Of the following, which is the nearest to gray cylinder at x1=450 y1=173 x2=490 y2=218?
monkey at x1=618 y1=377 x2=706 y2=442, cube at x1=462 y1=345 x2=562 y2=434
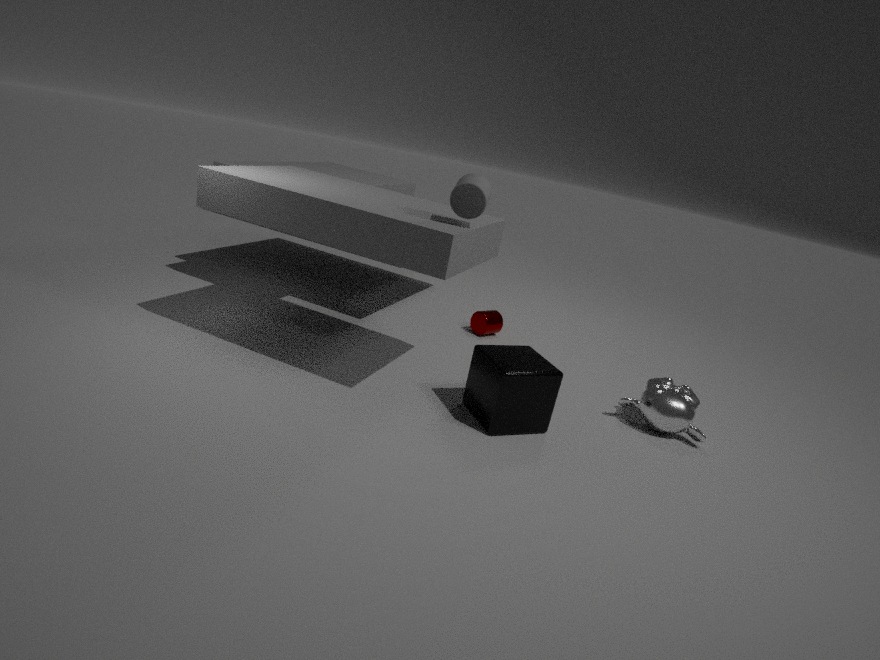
cube at x1=462 y1=345 x2=562 y2=434
